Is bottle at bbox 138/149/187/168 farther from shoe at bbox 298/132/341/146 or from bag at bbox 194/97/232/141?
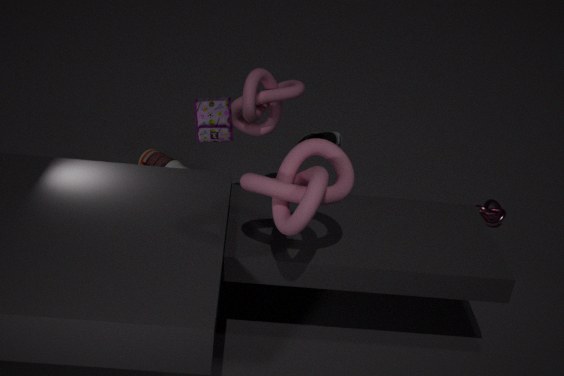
bag at bbox 194/97/232/141
